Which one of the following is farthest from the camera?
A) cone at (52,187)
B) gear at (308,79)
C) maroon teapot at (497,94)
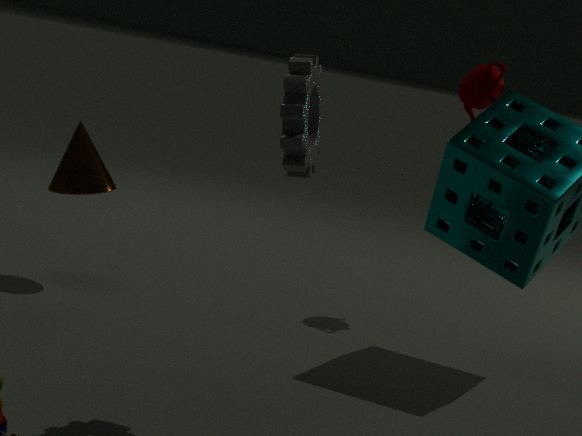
maroon teapot at (497,94)
